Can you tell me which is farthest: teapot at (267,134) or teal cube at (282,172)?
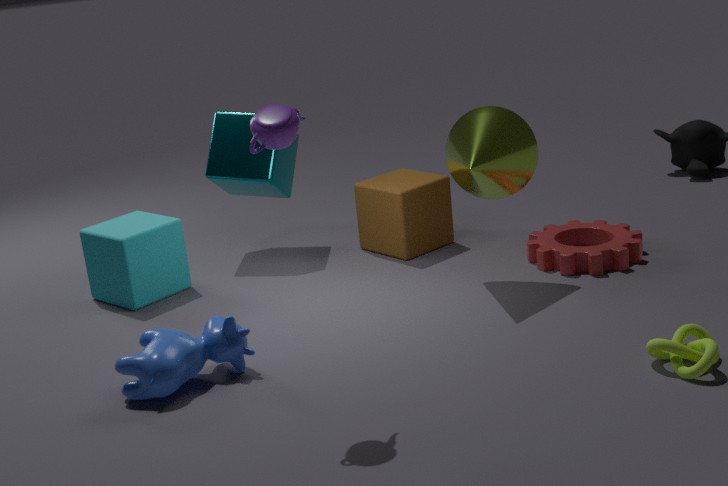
teal cube at (282,172)
